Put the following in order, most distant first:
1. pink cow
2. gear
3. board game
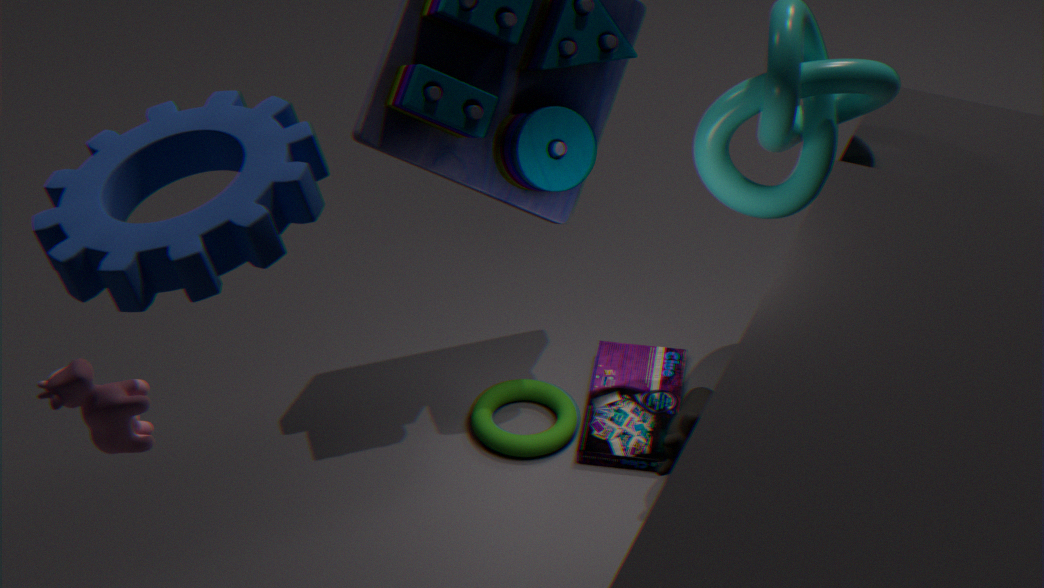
board game
pink cow
gear
